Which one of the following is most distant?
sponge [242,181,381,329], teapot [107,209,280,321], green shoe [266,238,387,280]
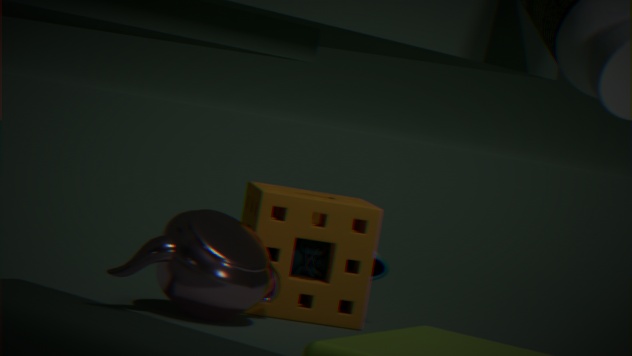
green shoe [266,238,387,280]
